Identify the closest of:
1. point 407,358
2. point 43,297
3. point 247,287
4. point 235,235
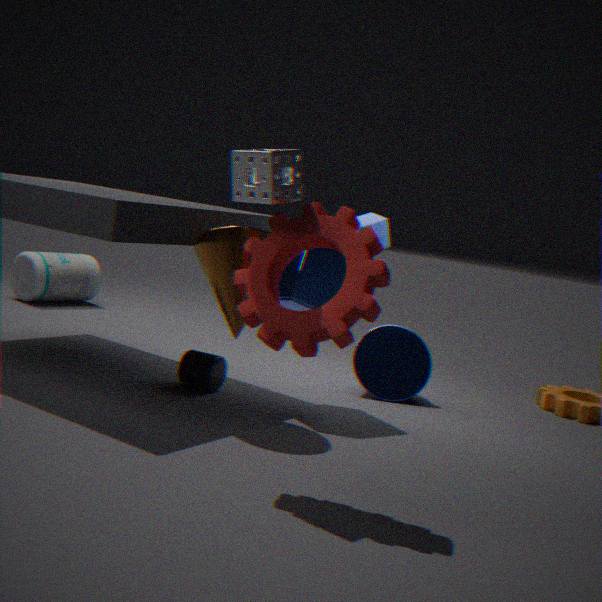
point 247,287
